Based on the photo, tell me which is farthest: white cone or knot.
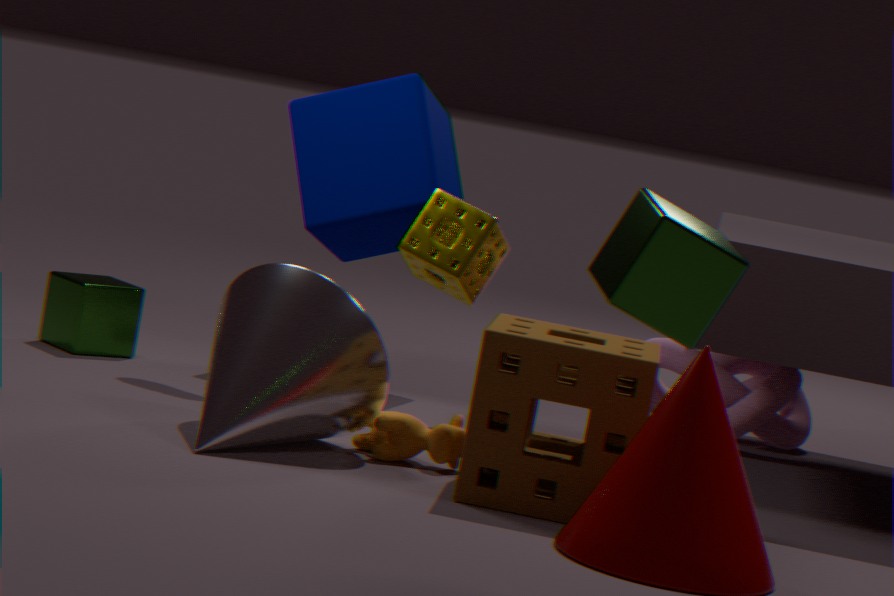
knot
